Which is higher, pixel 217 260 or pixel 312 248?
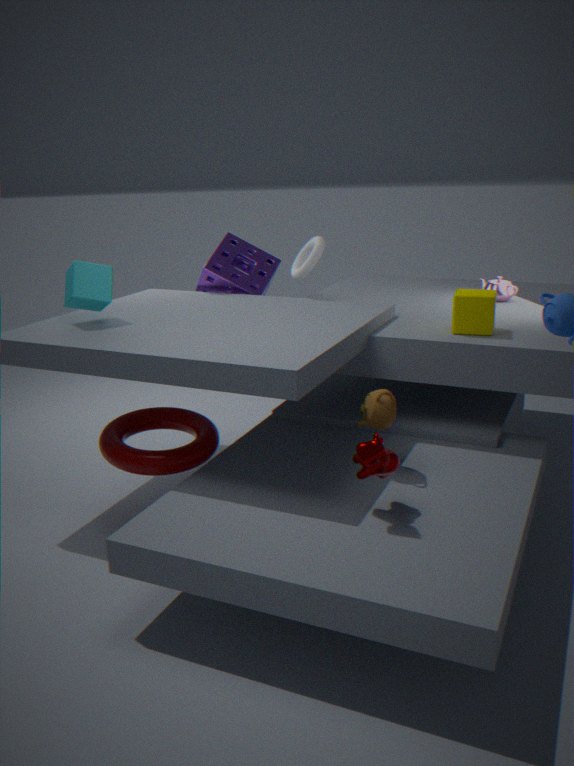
pixel 312 248
